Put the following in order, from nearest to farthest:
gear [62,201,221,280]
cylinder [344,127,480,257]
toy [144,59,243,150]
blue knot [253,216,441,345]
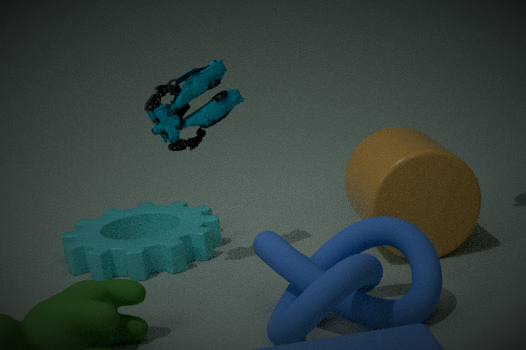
1. blue knot [253,216,441,345]
2. cylinder [344,127,480,257]
3. toy [144,59,243,150]
4. gear [62,201,221,280]
